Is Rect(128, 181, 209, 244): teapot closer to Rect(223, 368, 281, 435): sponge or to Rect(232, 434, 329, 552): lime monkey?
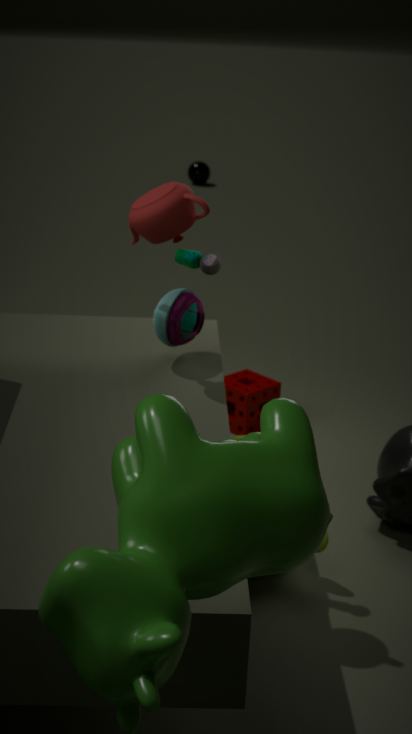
Rect(232, 434, 329, 552): lime monkey
